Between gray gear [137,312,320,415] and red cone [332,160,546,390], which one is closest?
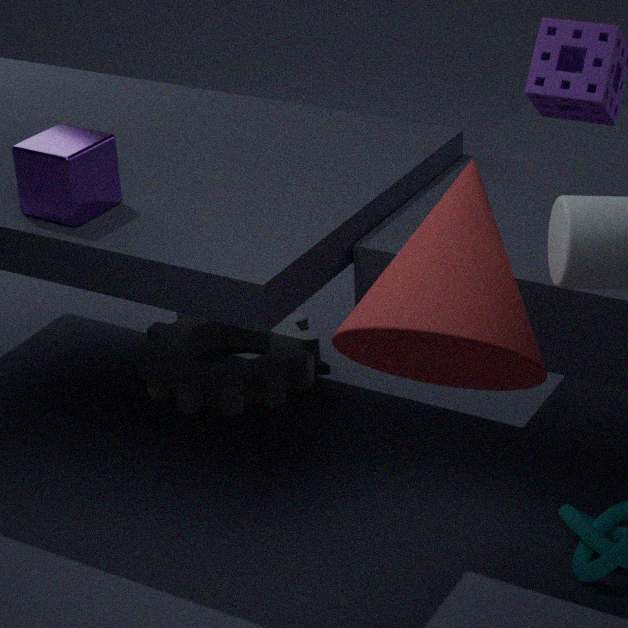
red cone [332,160,546,390]
